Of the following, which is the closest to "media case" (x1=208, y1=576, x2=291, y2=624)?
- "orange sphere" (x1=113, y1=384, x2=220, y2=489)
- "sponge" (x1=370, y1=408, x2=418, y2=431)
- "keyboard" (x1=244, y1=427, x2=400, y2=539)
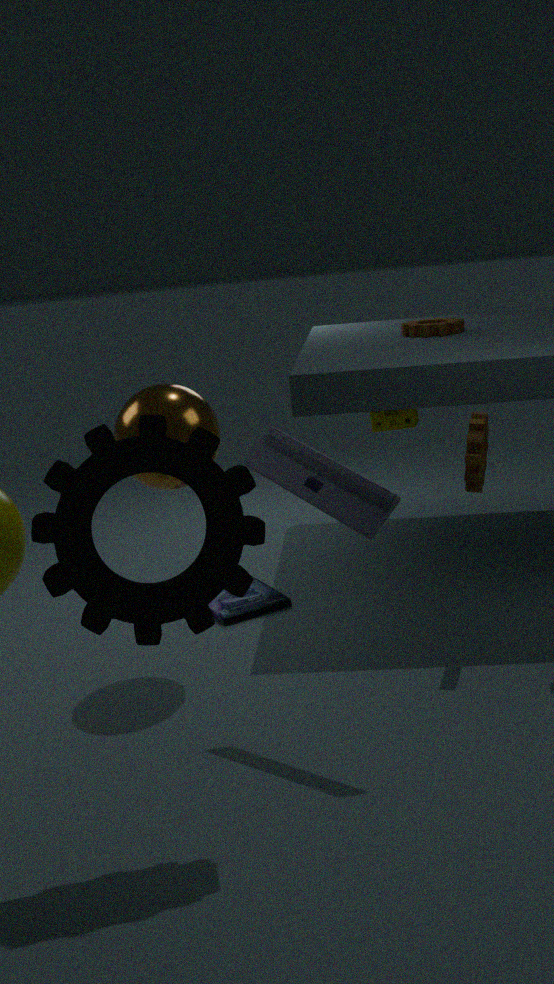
"orange sphere" (x1=113, y1=384, x2=220, y2=489)
